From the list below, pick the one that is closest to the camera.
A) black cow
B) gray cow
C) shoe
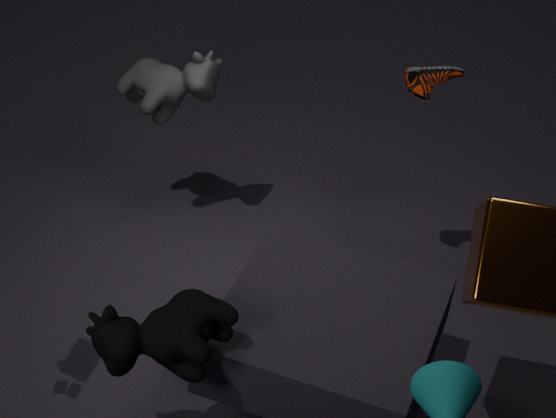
black cow
